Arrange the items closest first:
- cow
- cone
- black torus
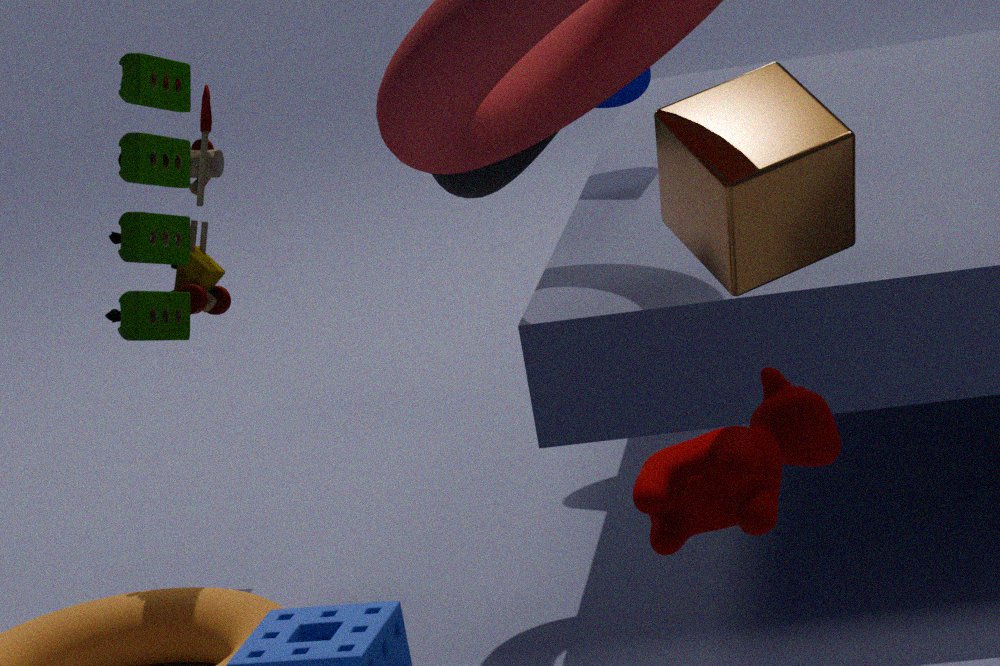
cow < black torus < cone
